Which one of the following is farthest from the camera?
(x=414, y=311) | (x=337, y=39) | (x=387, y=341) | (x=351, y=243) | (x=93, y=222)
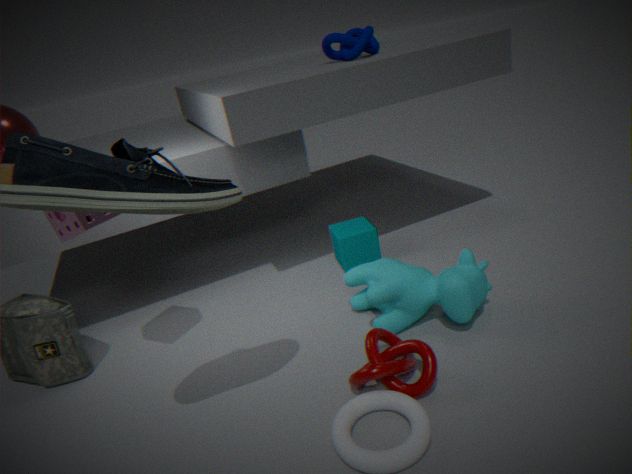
(x=351, y=243)
